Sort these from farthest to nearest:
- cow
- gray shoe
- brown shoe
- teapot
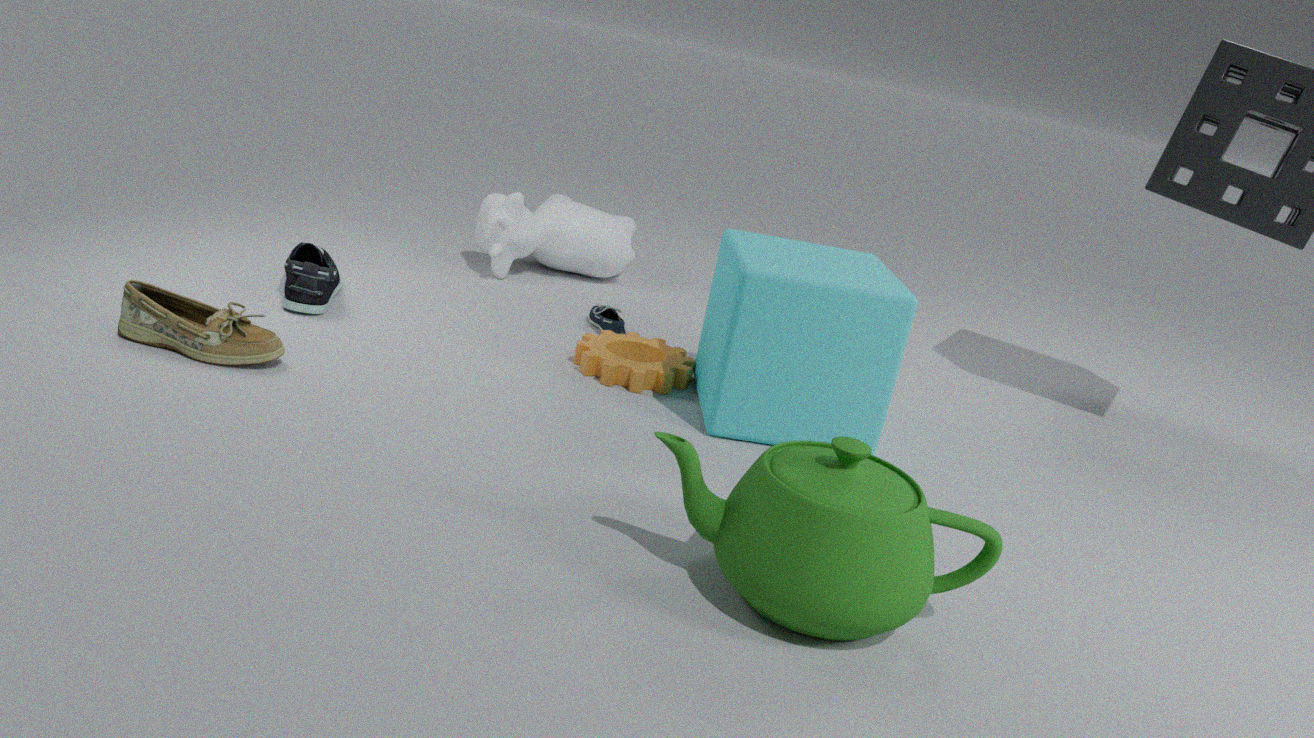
cow → gray shoe → brown shoe → teapot
